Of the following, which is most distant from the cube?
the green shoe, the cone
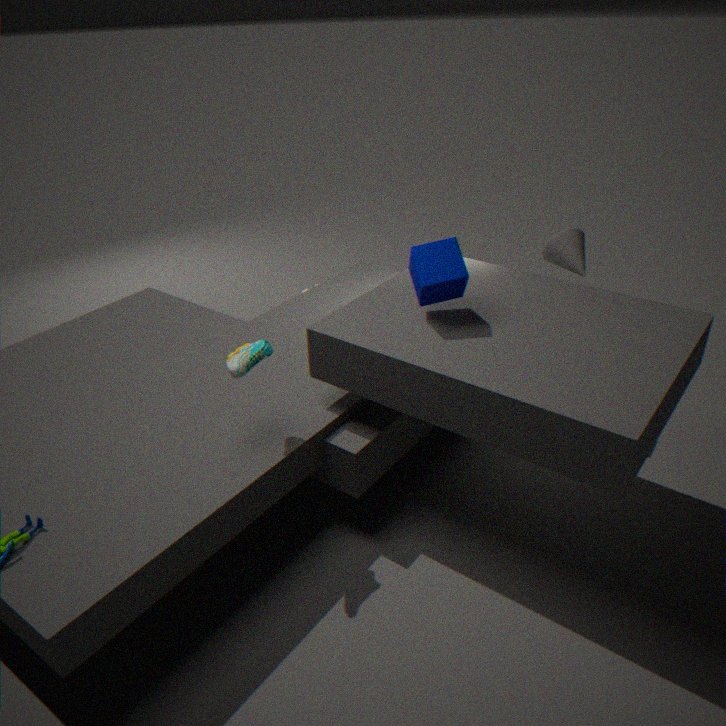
the cone
